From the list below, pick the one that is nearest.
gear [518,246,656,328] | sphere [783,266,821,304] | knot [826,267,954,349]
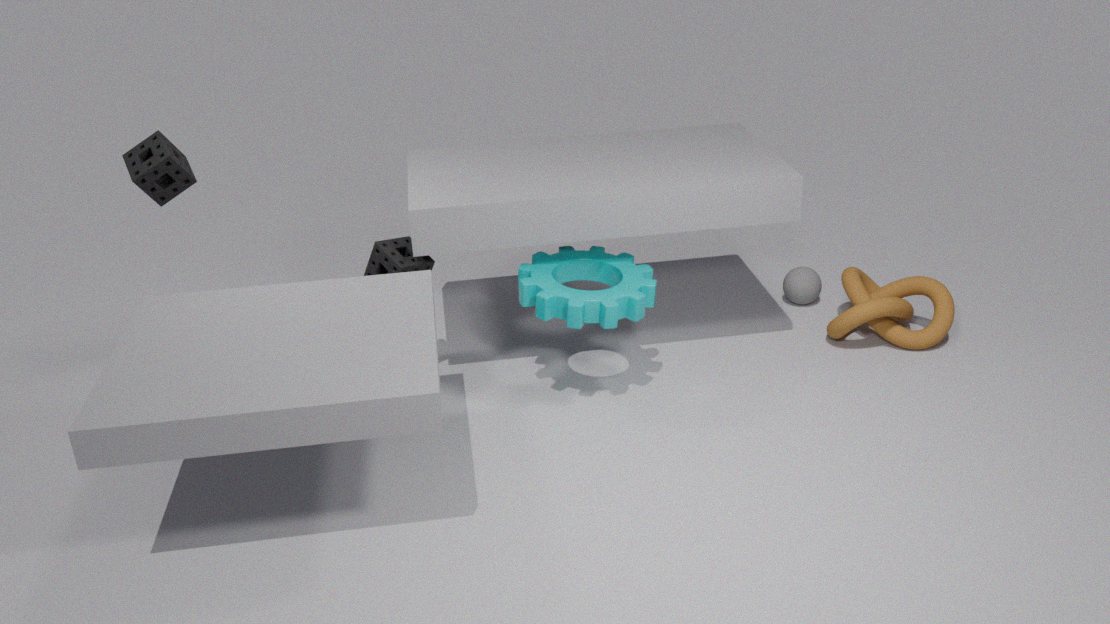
gear [518,246,656,328]
